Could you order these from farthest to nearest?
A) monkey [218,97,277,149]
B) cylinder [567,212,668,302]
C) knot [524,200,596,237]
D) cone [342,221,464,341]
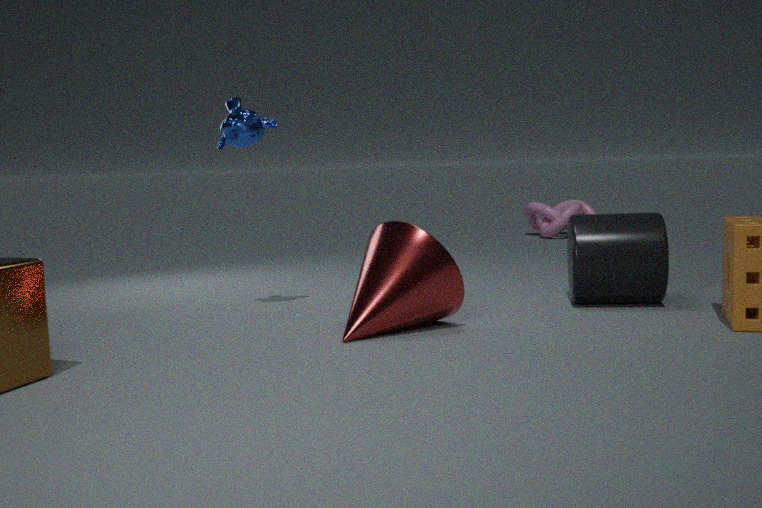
knot [524,200,596,237]
monkey [218,97,277,149]
cylinder [567,212,668,302]
cone [342,221,464,341]
